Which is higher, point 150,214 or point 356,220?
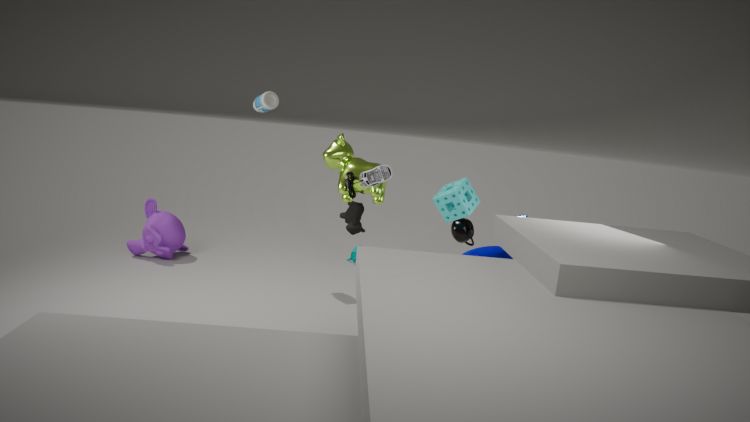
point 356,220
